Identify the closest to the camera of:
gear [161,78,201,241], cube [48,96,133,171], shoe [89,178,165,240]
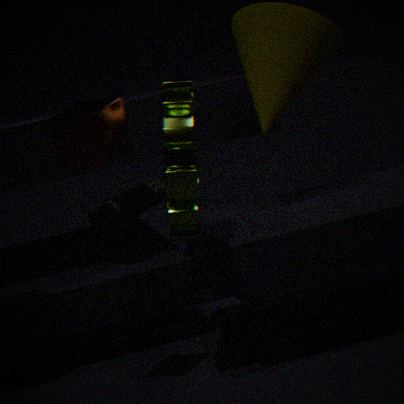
cube [48,96,133,171]
